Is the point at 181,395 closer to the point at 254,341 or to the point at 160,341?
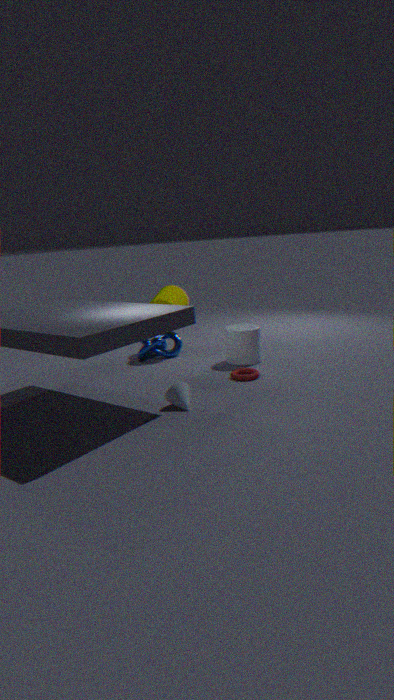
the point at 254,341
